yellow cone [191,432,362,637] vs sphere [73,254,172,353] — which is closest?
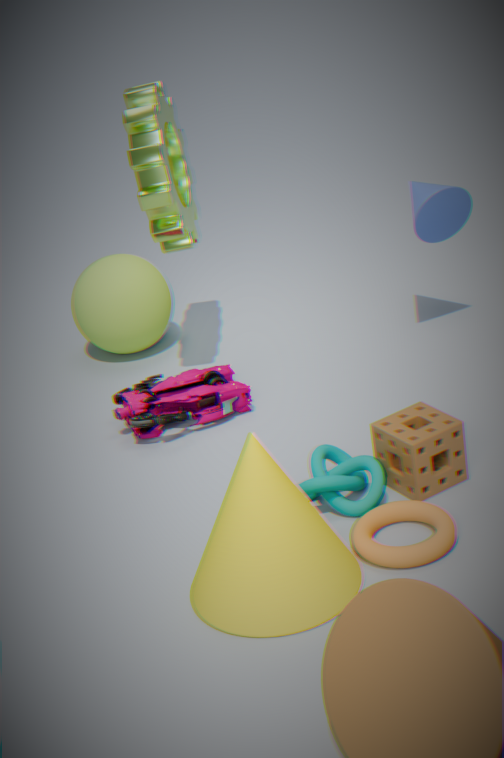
yellow cone [191,432,362,637]
